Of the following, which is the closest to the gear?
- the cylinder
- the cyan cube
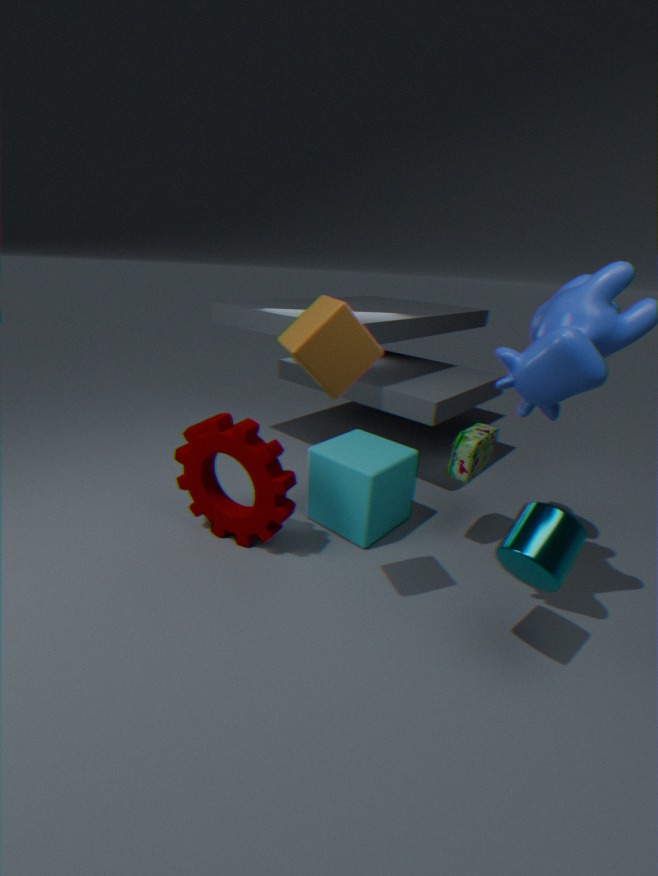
the cyan cube
